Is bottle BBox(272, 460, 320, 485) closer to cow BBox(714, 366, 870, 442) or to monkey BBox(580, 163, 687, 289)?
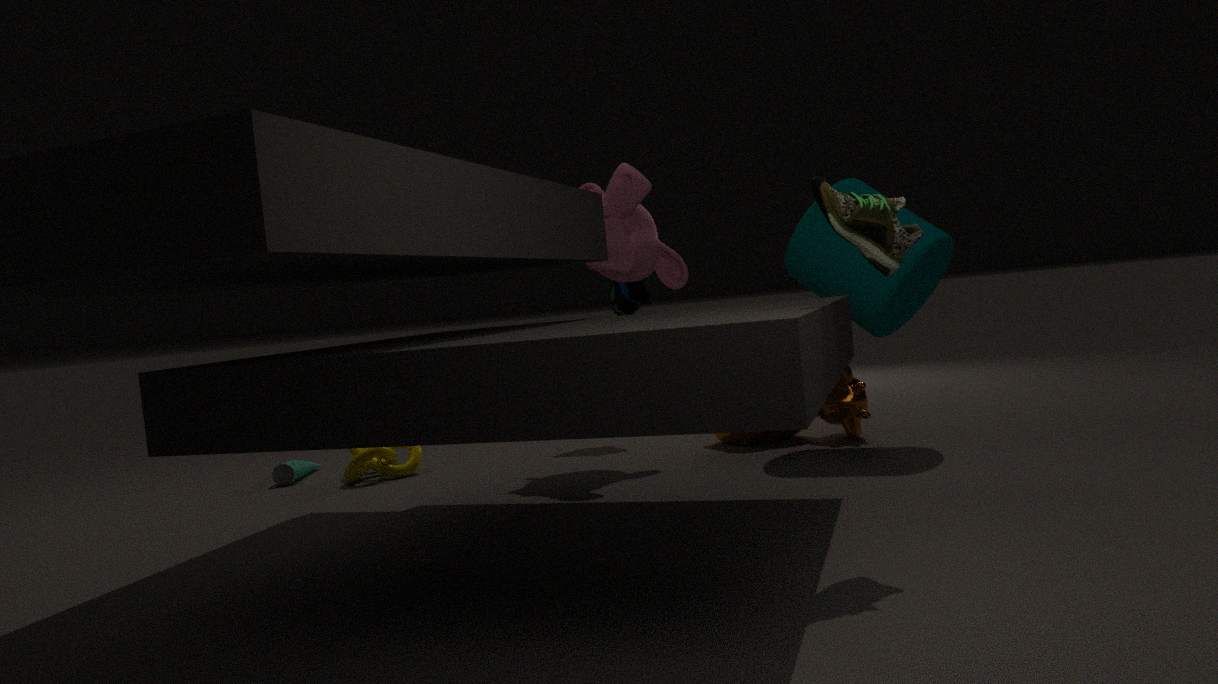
monkey BBox(580, 163, 687, 289)
